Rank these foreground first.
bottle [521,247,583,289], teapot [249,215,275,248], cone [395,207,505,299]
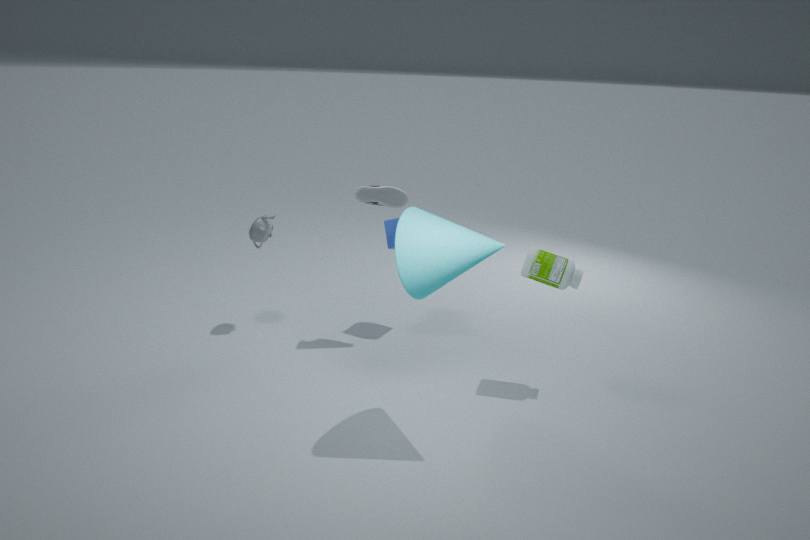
cone [395,207,505,299], bottle [521,247,583,289], teapot [249,215,275,248]
